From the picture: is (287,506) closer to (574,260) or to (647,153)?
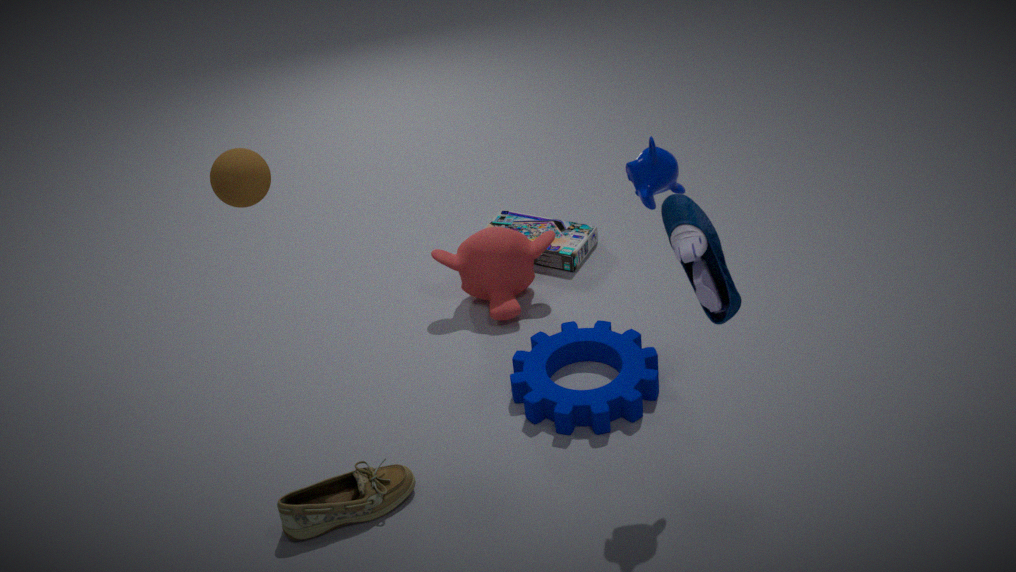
(647,153)
